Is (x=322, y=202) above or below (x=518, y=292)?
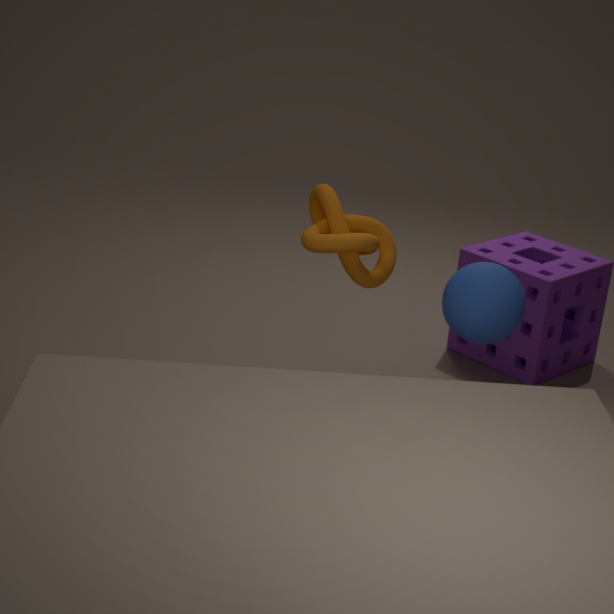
above
